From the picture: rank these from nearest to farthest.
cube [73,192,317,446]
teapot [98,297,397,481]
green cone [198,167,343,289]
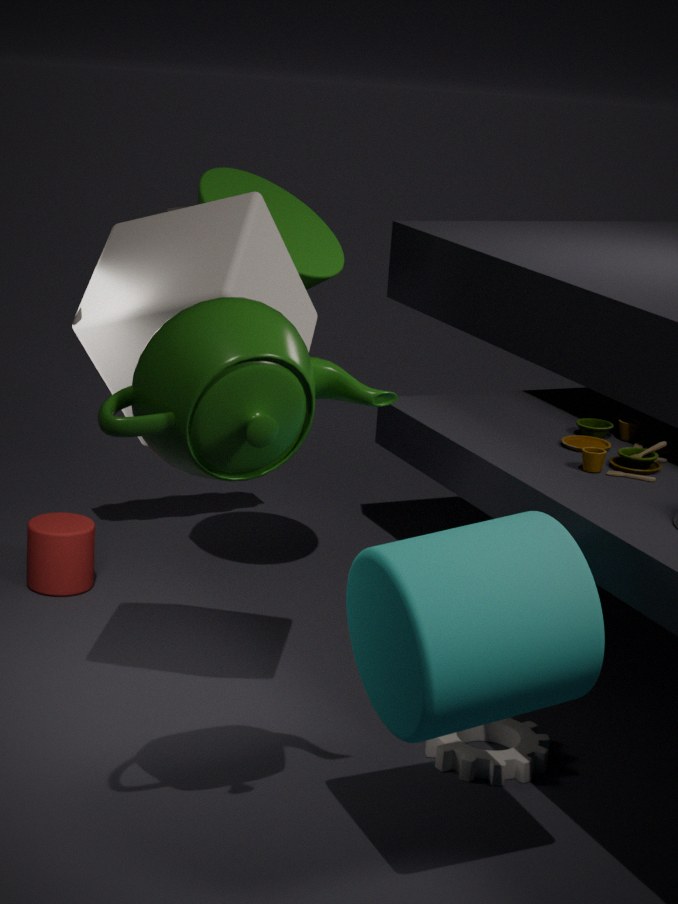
teapot [98,297,397,481] < cube [73,192,317,446] < green cone [198,167,343,289]
